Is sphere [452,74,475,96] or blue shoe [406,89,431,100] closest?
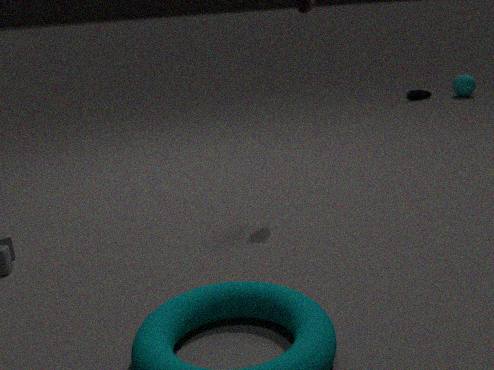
sphere [452,74,475,96]
